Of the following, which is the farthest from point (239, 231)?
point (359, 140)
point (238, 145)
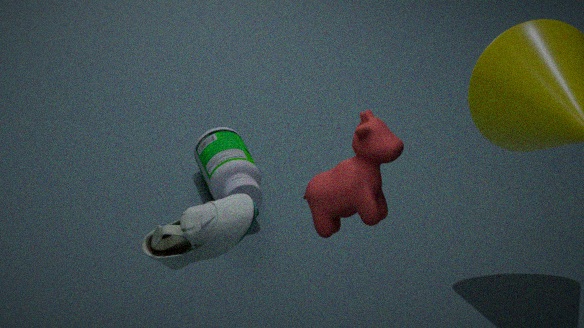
point (238, 145)
